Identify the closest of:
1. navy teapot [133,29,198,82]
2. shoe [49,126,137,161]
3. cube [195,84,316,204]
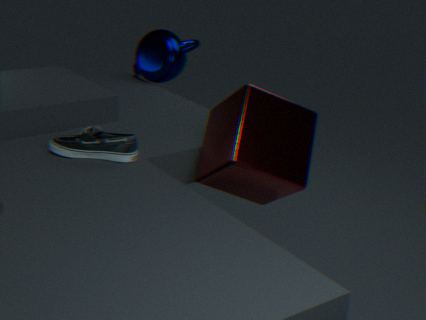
cube [195,84,316,204]
